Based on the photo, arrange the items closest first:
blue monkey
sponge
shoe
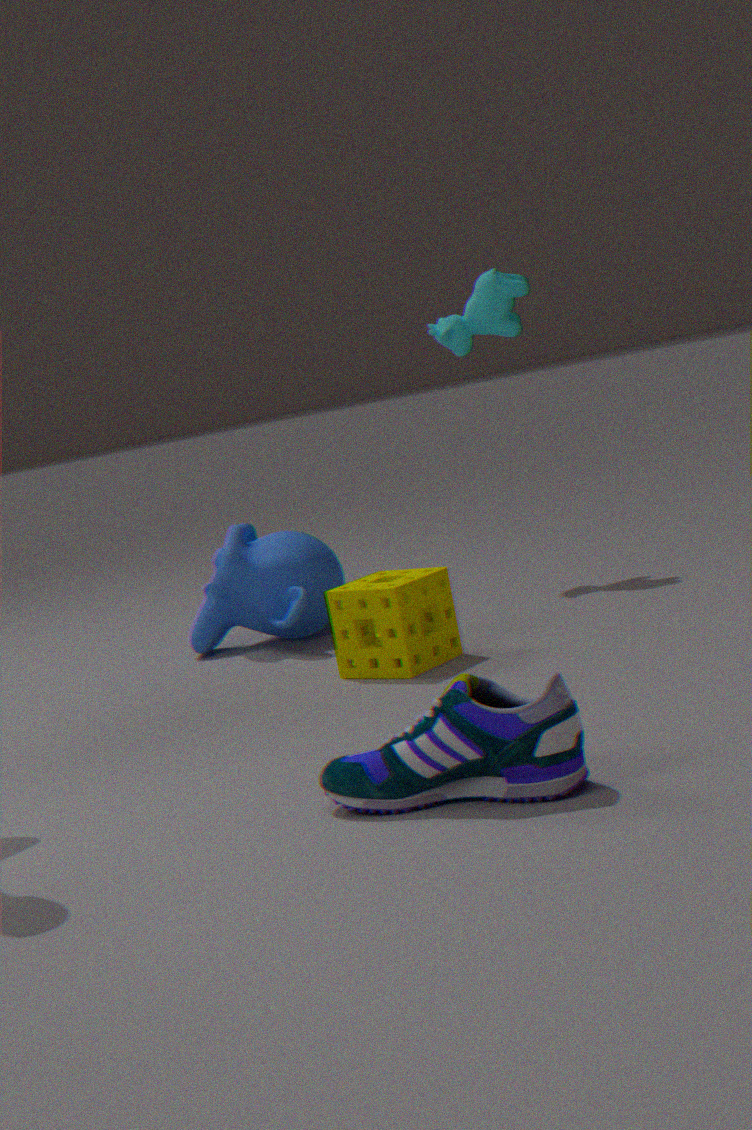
shoe, sponge, blue monkey
